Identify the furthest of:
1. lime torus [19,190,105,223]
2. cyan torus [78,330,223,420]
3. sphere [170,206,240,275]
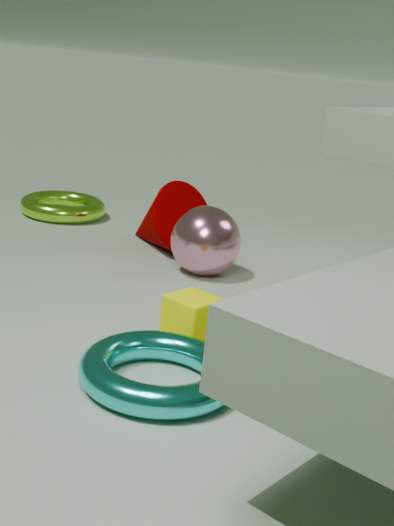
lime torus [19,190,105,223]
